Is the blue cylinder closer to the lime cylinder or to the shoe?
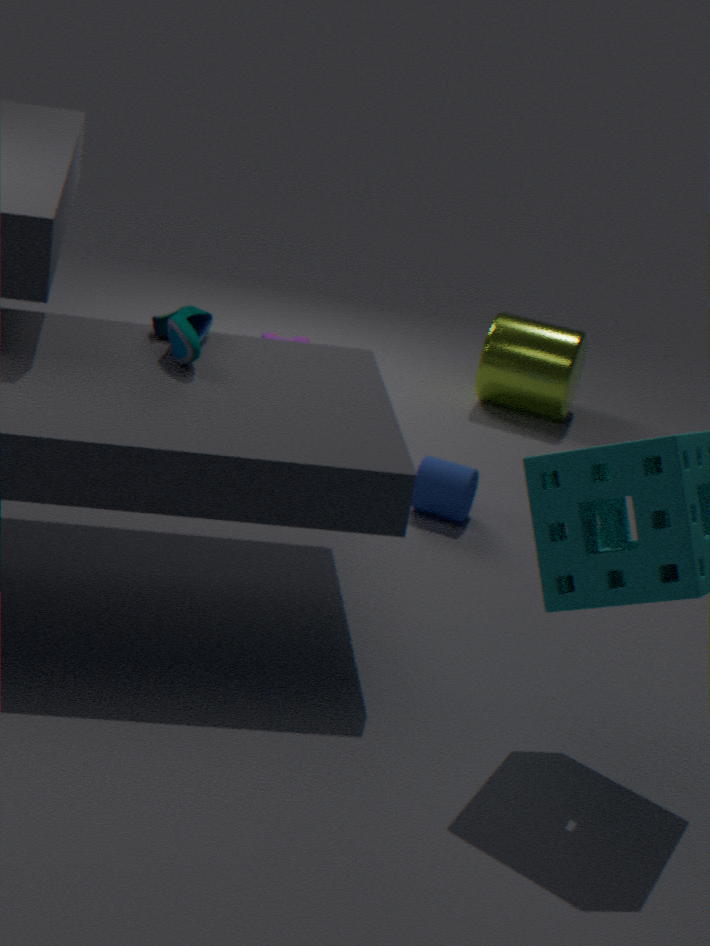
the shoe
